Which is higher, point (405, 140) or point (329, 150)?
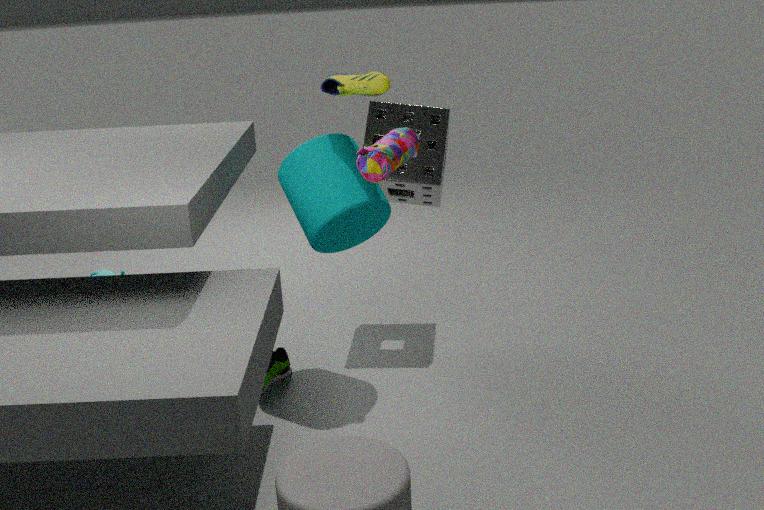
point (405, 140)
